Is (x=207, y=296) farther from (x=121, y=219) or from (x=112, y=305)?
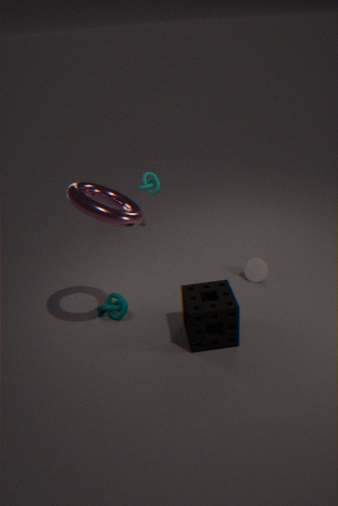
(x=121, y=219)
